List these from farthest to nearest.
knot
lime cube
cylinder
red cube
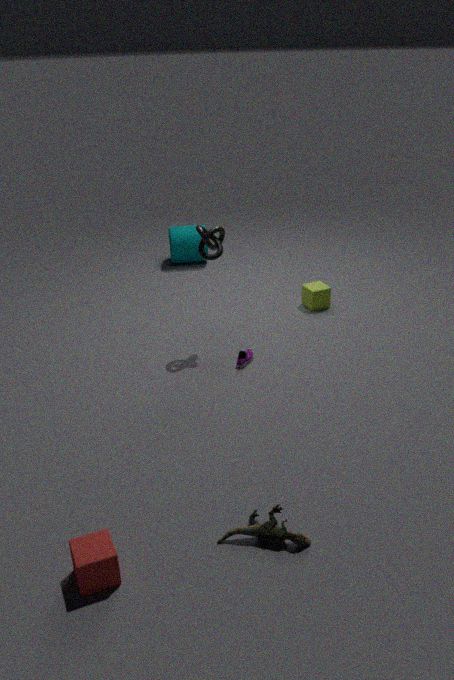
cylinder, lime cube, knot, red cube
